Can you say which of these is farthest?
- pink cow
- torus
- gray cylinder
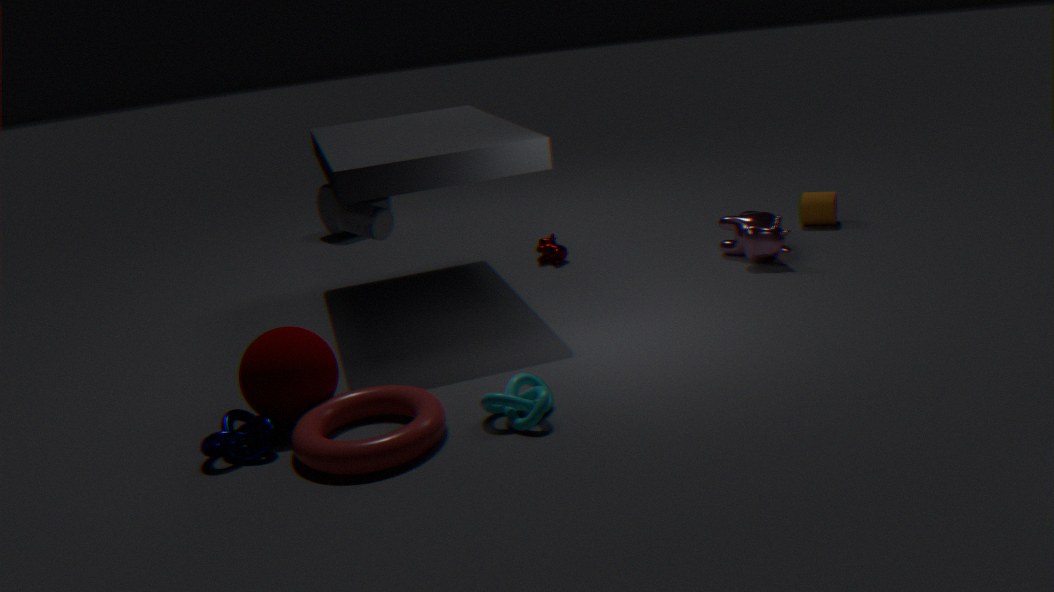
gray cylinder
